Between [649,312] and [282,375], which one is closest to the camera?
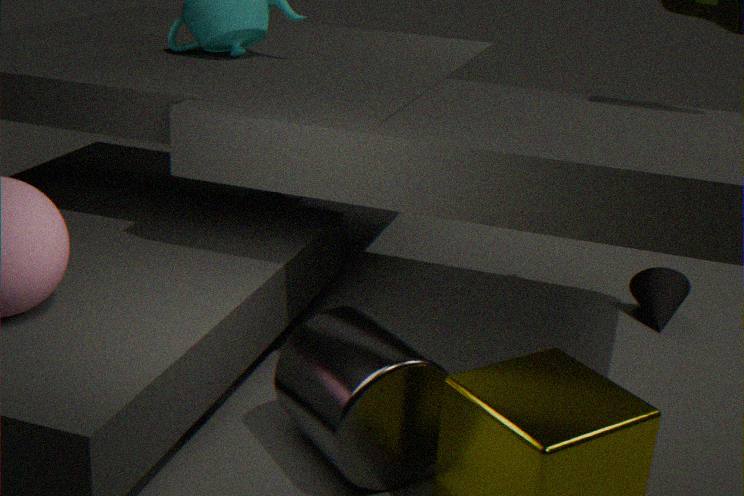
[282,375]
